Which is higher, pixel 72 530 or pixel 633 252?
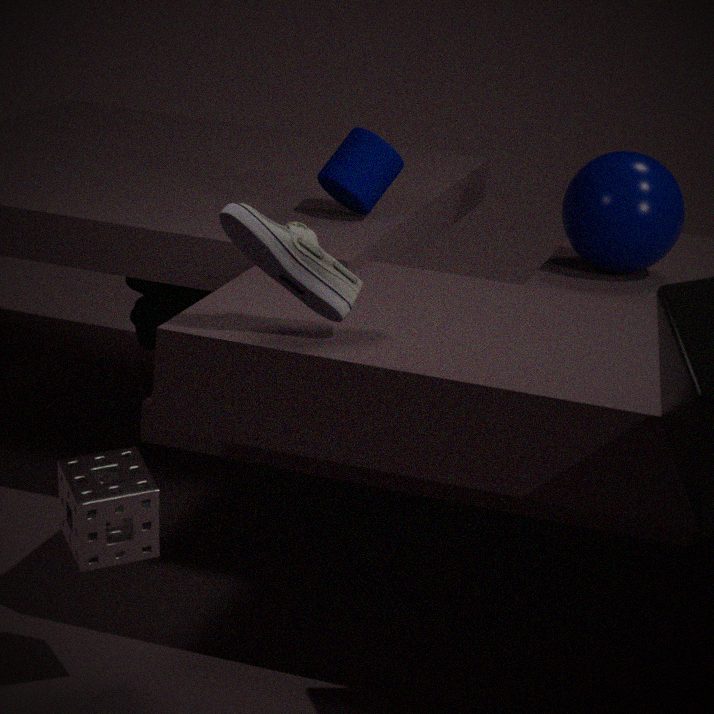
pixel 633 252
